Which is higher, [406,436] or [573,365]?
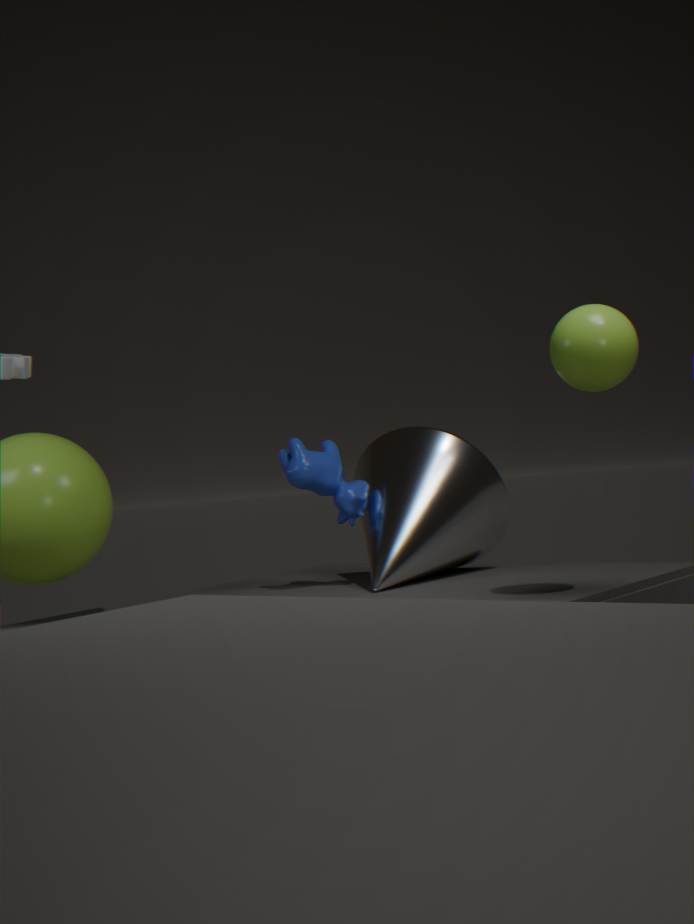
[573,365]
